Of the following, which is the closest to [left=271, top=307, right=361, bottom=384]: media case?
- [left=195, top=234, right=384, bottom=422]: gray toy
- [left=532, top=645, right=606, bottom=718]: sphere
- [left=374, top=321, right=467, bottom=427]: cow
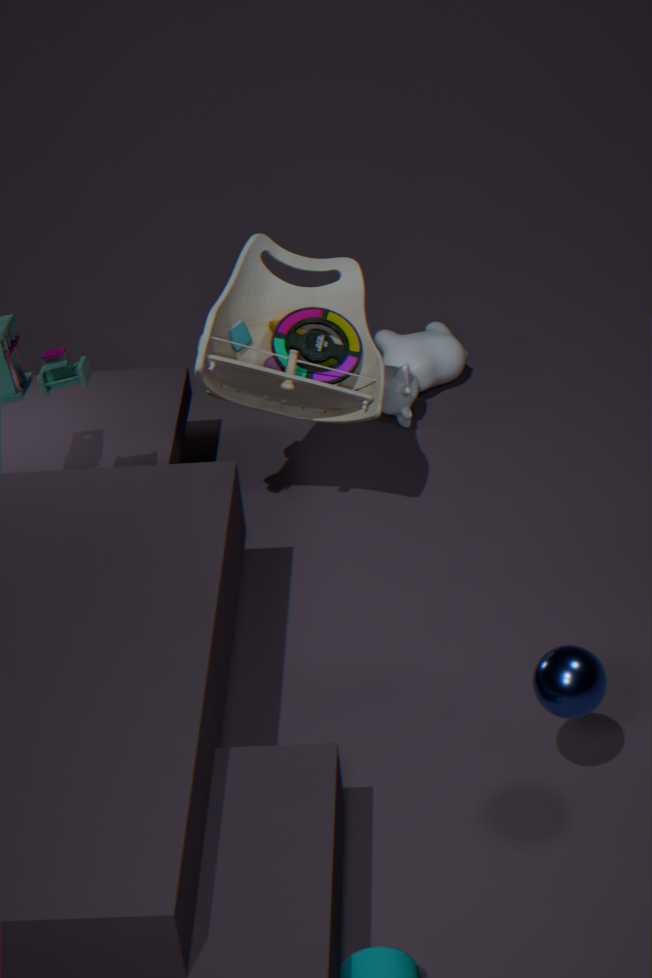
[left=195, top=234, right=384, bottom=422]: gray toy
